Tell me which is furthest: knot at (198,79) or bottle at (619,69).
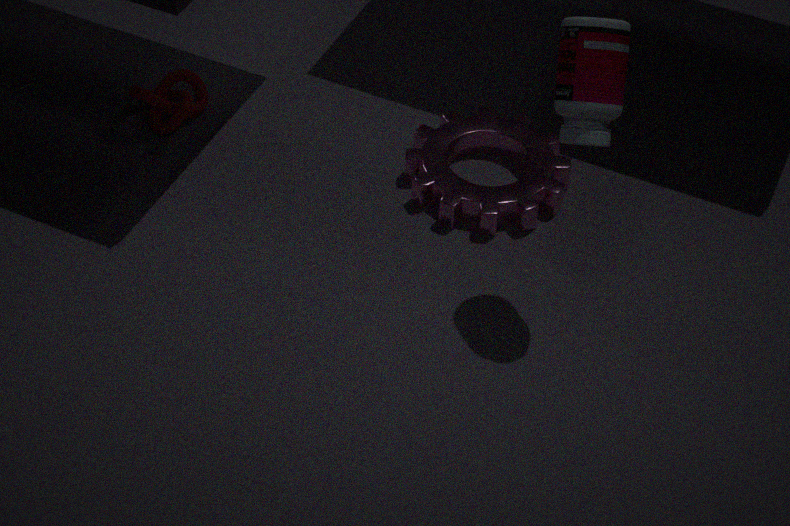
knot at (198,79)
